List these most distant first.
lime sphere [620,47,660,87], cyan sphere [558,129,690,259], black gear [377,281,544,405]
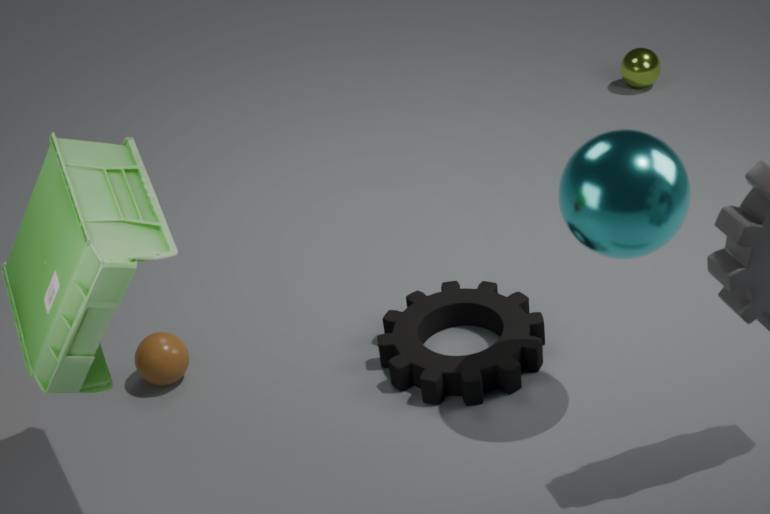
lime sphere [620,47,660,87] < black gear [377,281,544,405] < cyan sphere [558,129,690,259]
